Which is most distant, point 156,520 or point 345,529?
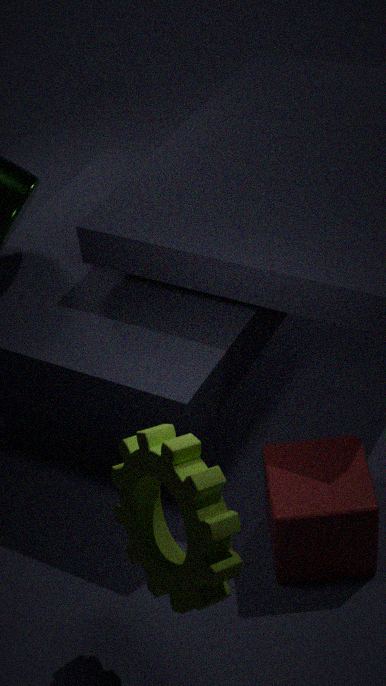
point 345,529
